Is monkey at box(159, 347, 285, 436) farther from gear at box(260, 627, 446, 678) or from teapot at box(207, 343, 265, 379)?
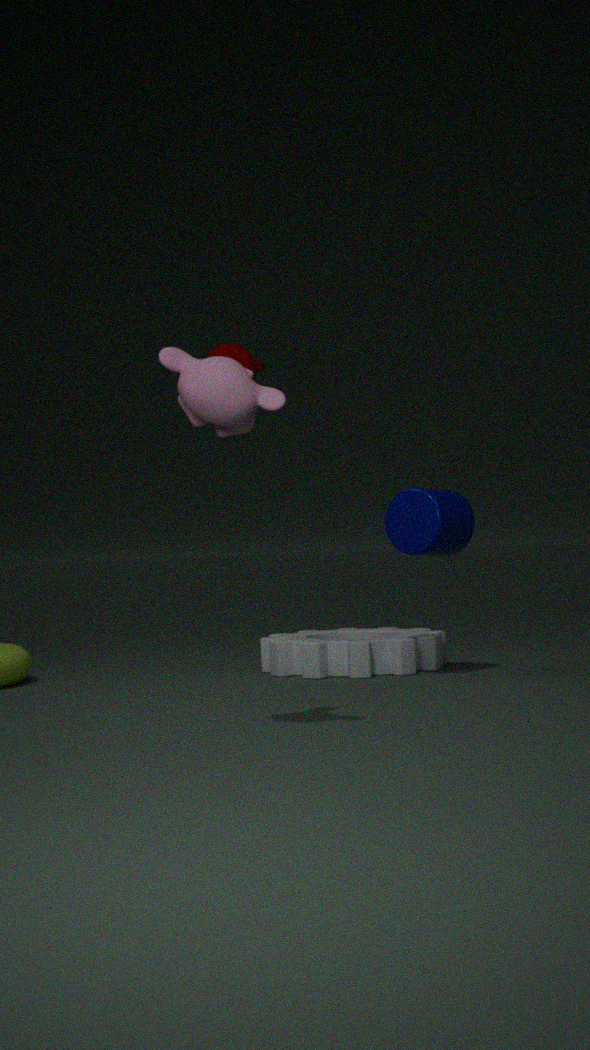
teapot at box(207, 343, 265, 379)
